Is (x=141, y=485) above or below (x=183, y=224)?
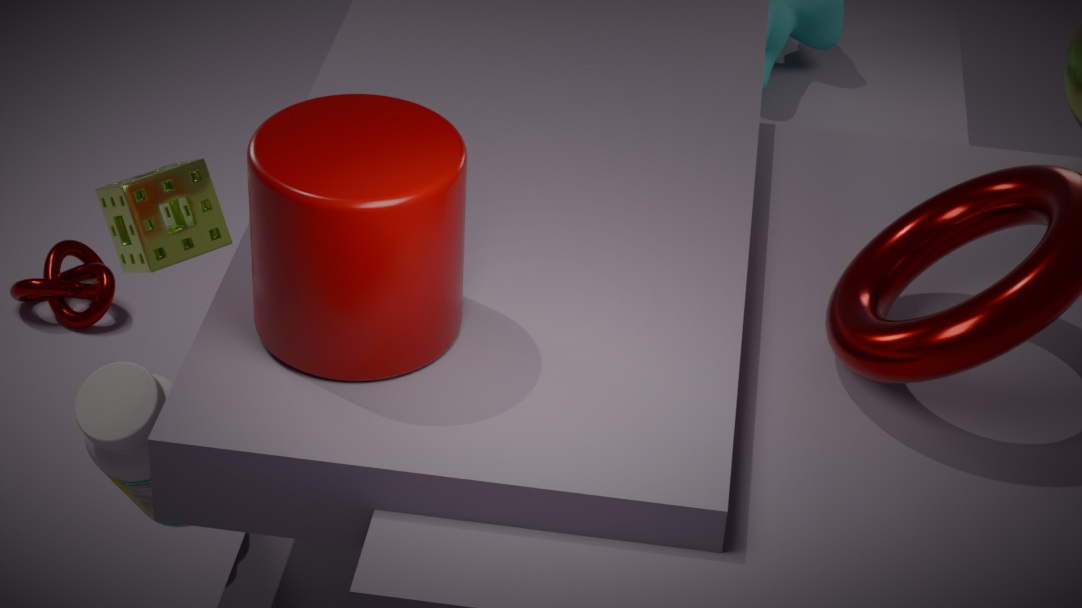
below
